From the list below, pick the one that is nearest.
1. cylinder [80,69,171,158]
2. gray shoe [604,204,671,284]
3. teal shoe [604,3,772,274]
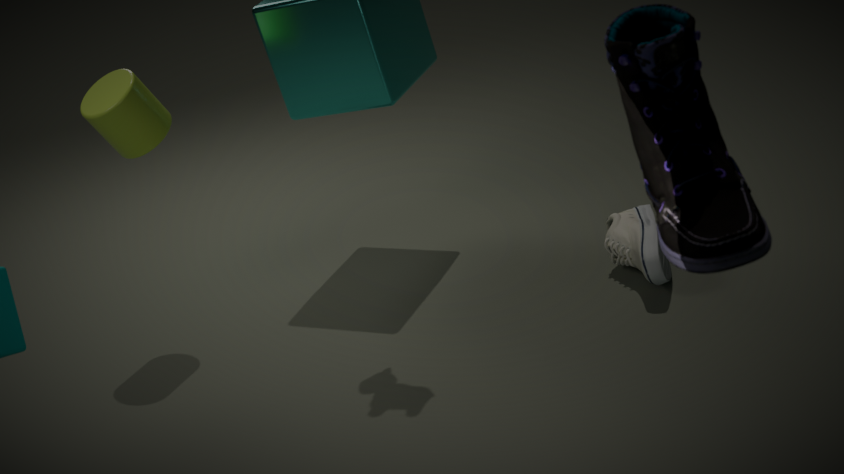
teal shoe [604,3,772,274]
